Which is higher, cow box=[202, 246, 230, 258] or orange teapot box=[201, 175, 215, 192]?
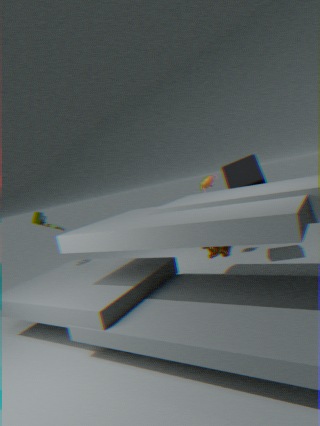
orange teapot box=[201, 175, 215, 192]
